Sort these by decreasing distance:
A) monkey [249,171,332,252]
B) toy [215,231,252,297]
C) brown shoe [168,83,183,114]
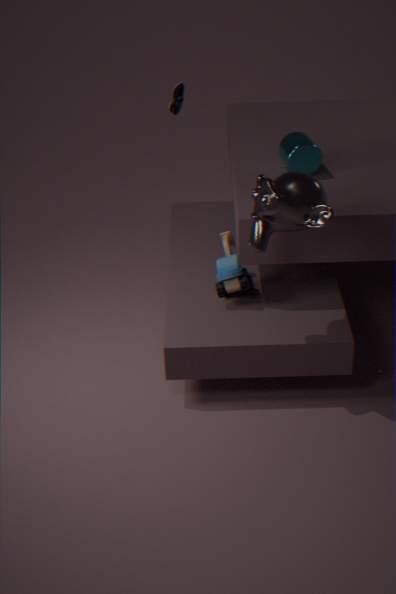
brown shoe [168,83,183,114]
toy [215,231,252,297]
monkey [249,171,332,252]
